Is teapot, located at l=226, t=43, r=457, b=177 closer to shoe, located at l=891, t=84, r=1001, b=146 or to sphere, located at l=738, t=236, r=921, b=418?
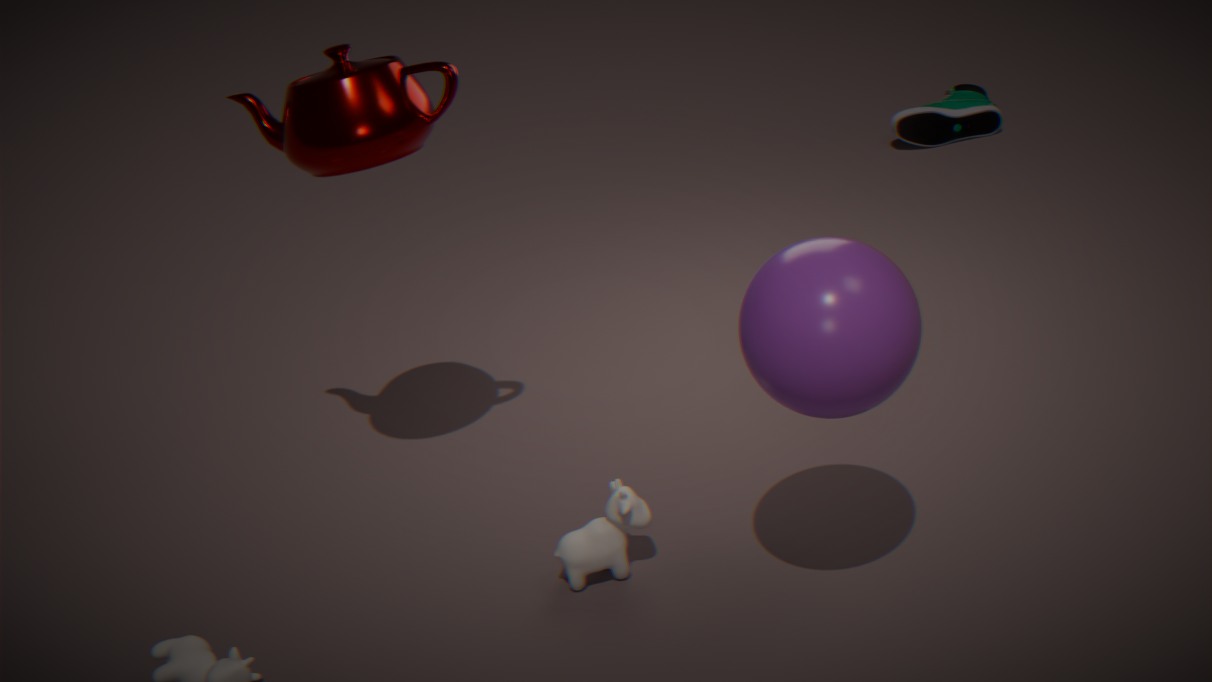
sphere, located at l=738, t=236, r=921, b=418
